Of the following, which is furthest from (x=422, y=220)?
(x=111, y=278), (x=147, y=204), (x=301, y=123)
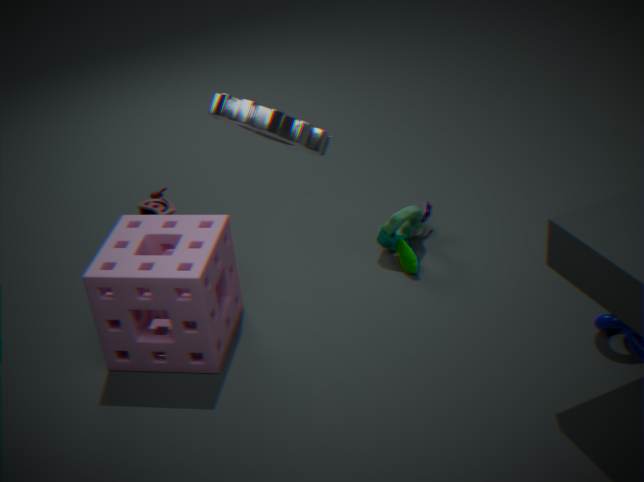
(x=301, y=123)
